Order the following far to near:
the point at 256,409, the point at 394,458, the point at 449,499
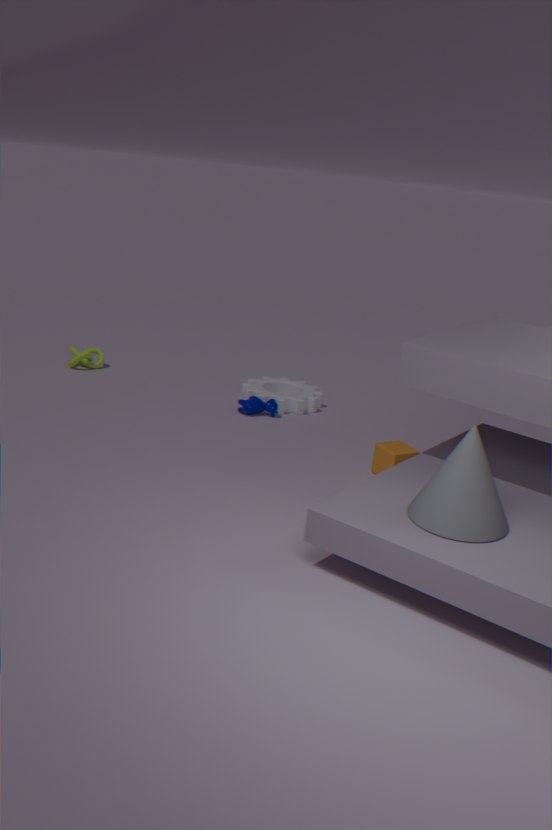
the point at 256,409, the point at 394,458, the point at 449,499
